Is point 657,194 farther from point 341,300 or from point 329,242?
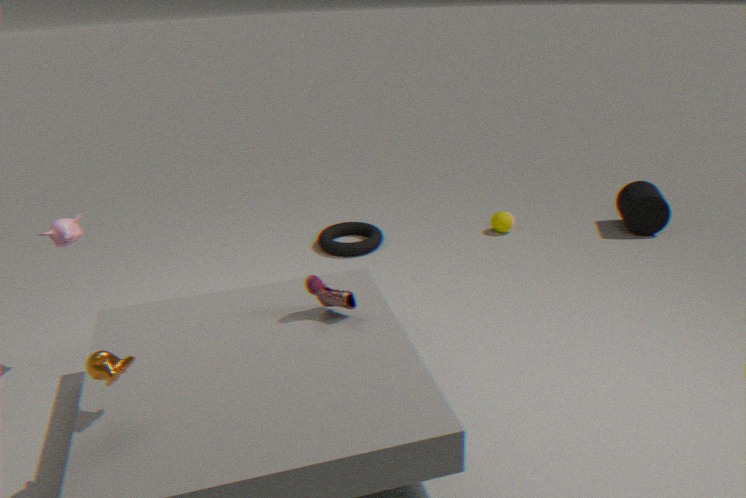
point 341,300
